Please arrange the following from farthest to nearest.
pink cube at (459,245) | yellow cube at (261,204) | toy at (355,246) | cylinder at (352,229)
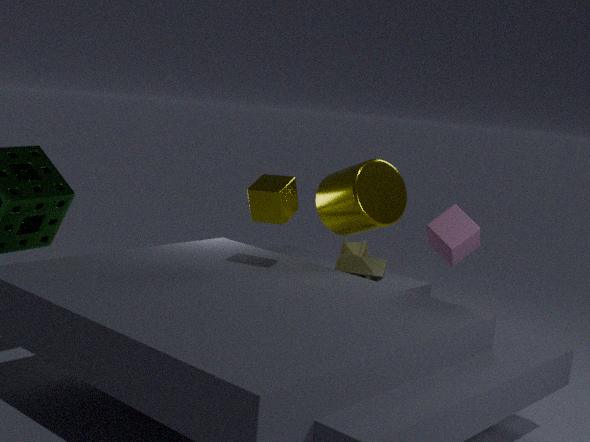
toy at (355,246) → cylinder at (352,229) → yellow cube at (261,204) → pink cube at (459,245)
